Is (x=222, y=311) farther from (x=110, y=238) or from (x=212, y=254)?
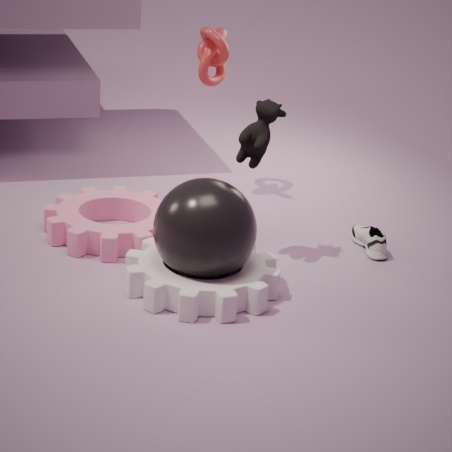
(x=110, y=238)
